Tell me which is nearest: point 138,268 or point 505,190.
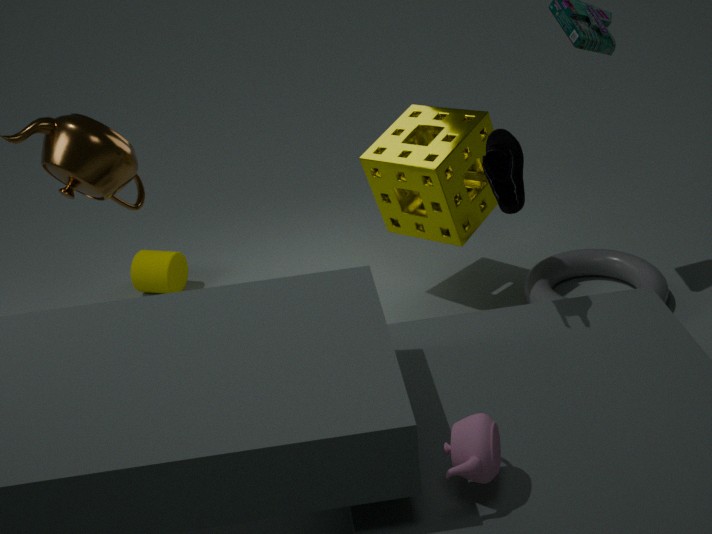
point 505,190
